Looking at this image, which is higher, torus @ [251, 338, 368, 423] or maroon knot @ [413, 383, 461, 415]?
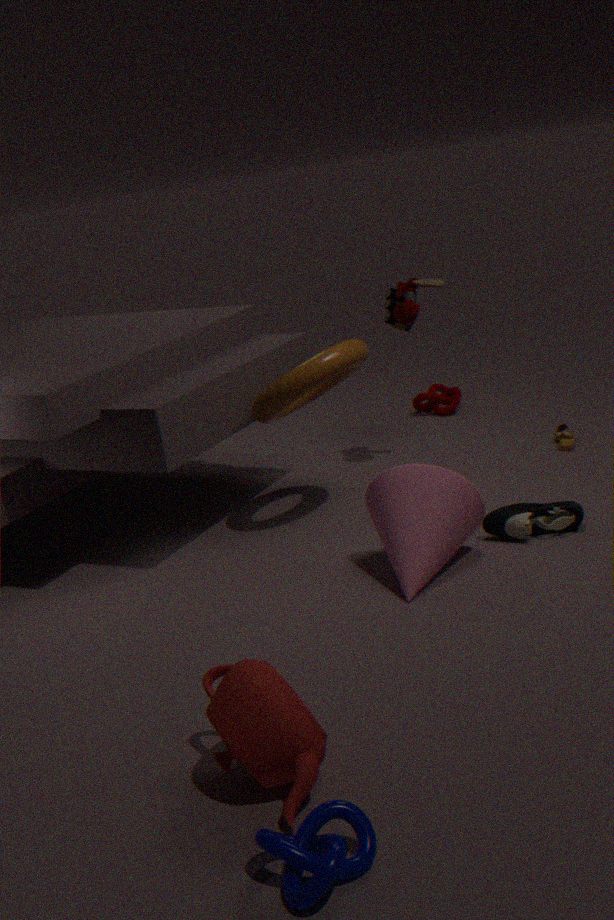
torus @ [251, 338, 368, 423]
